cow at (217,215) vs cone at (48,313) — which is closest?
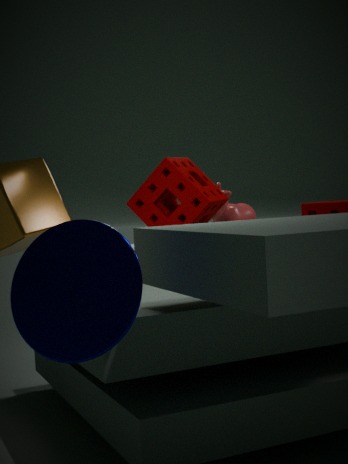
cone at (48,313)
